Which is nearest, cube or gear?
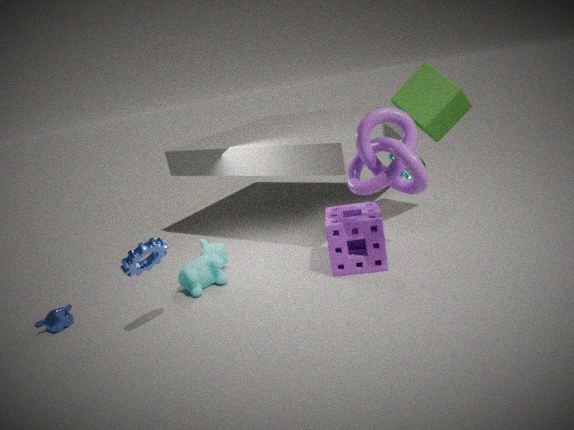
gear
